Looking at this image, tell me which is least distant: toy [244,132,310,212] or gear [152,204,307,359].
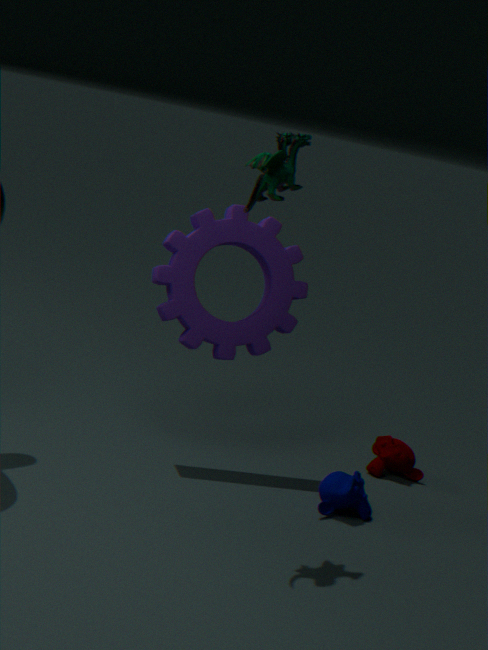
toy [244,132,310,212]
